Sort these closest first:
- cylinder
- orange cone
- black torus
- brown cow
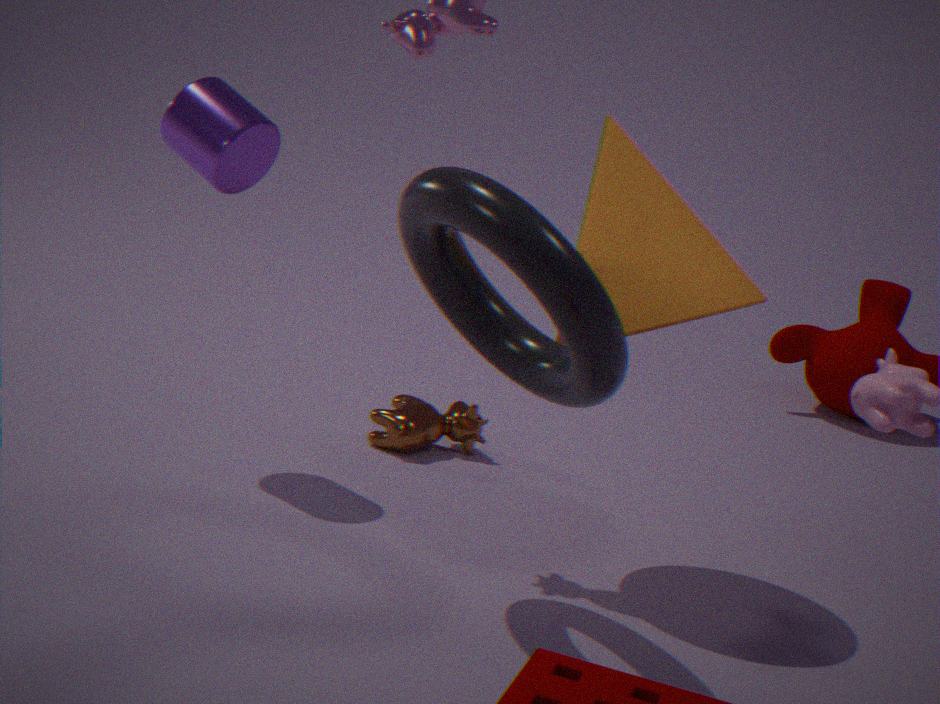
black torus → orange cone → cylinder → brown cow
